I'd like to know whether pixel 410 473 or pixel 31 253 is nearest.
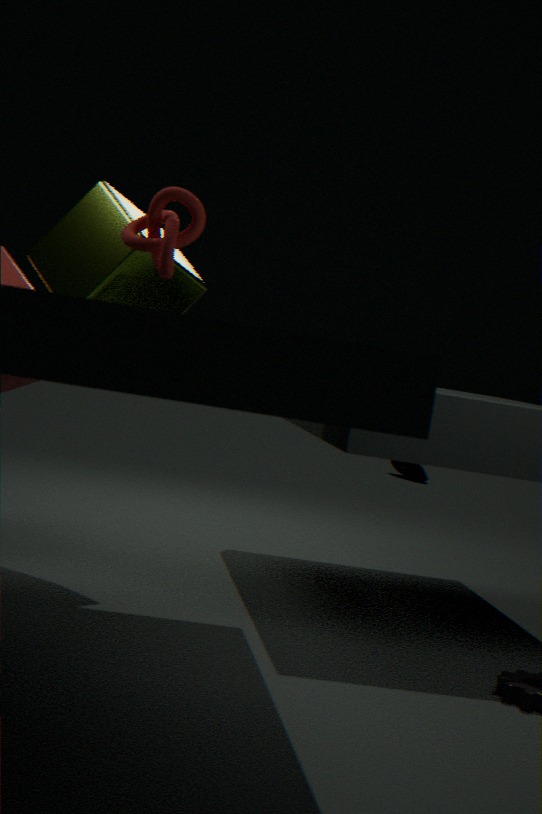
pixel 31 253
